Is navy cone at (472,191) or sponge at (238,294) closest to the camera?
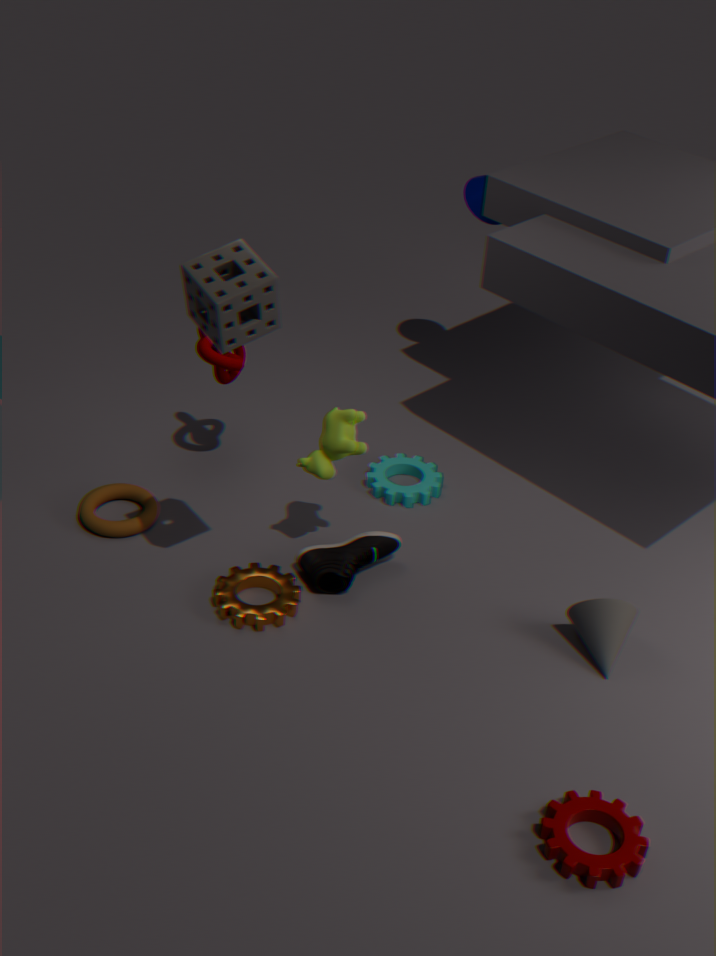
sponge at (238,294)
